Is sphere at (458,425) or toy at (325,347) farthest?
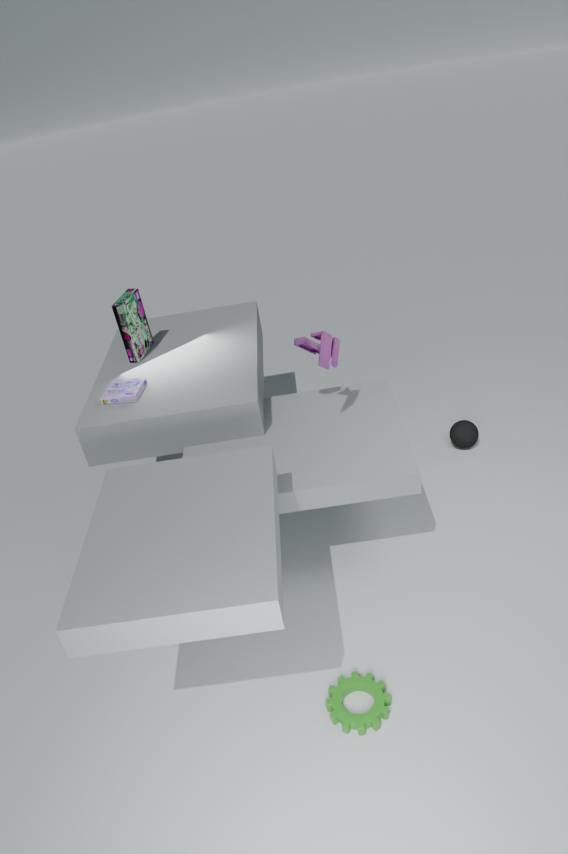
sphere at (458,425)
